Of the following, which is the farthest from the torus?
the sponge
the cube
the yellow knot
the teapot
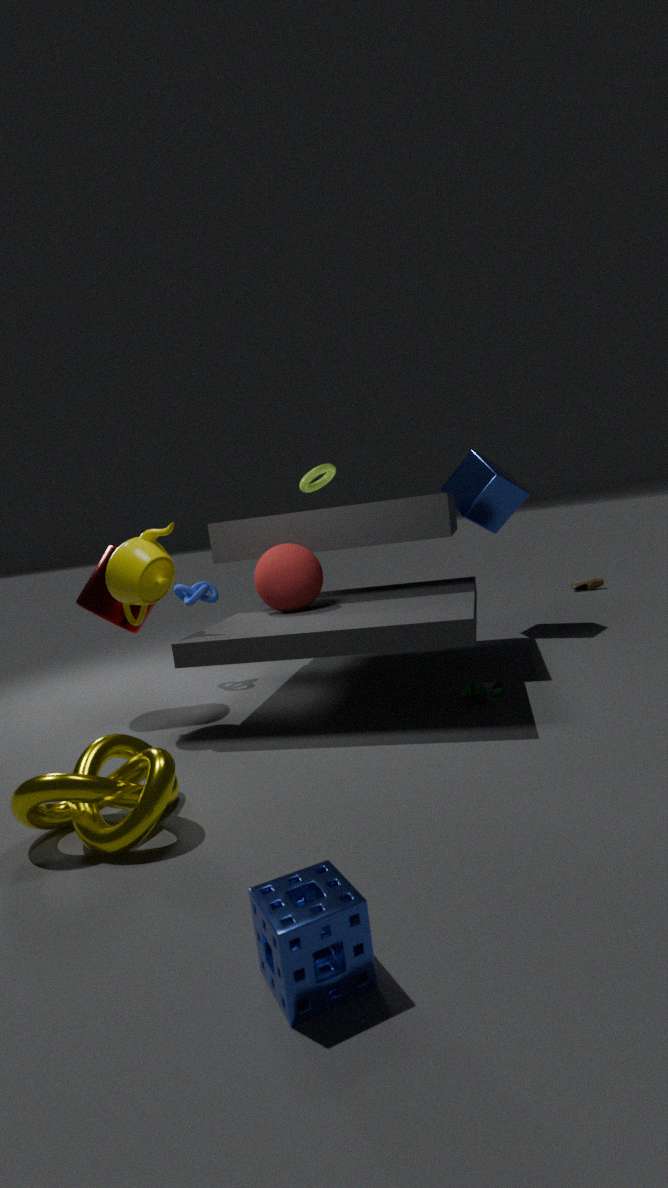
the sponge
